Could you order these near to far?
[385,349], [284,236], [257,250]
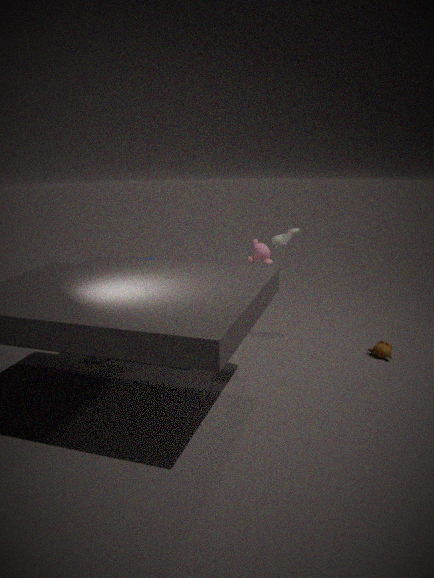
[257,250], [385,349], [284,236]
